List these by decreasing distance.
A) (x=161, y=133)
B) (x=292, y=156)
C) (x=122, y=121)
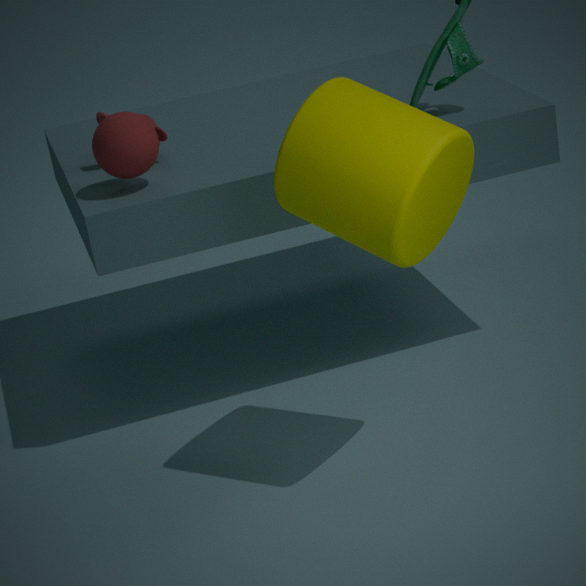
(x=161, y=133), (x=122, y=121), (x=292, y=156)
